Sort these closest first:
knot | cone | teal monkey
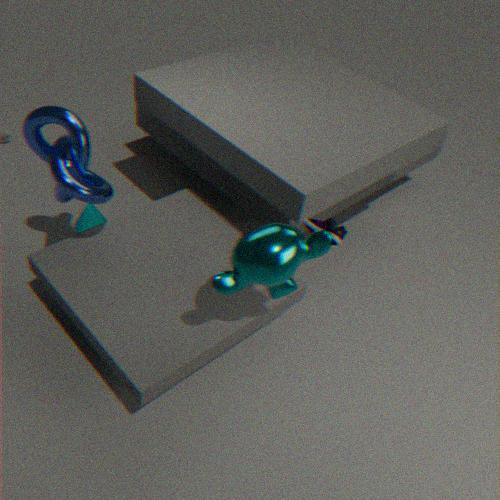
teal monkey < knot < cone
